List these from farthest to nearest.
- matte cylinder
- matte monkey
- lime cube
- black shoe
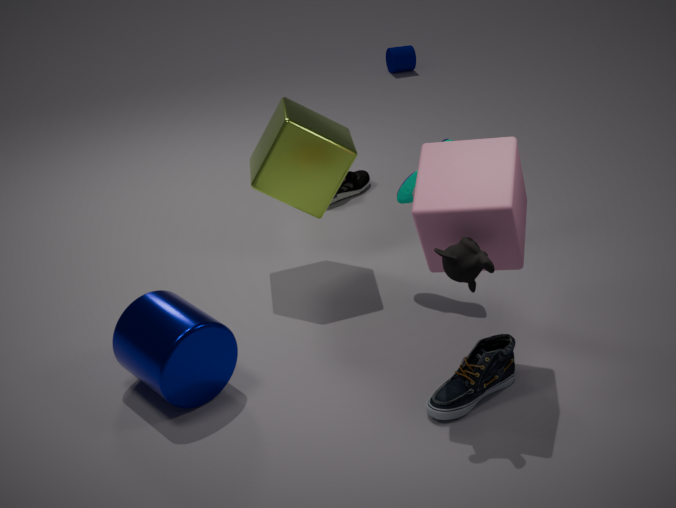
matte cylinder < black shoe < lime cube < matte monkey
